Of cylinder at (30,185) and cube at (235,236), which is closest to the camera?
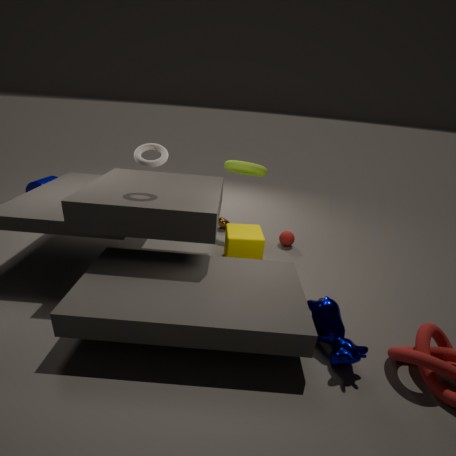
cube at (235,236)
